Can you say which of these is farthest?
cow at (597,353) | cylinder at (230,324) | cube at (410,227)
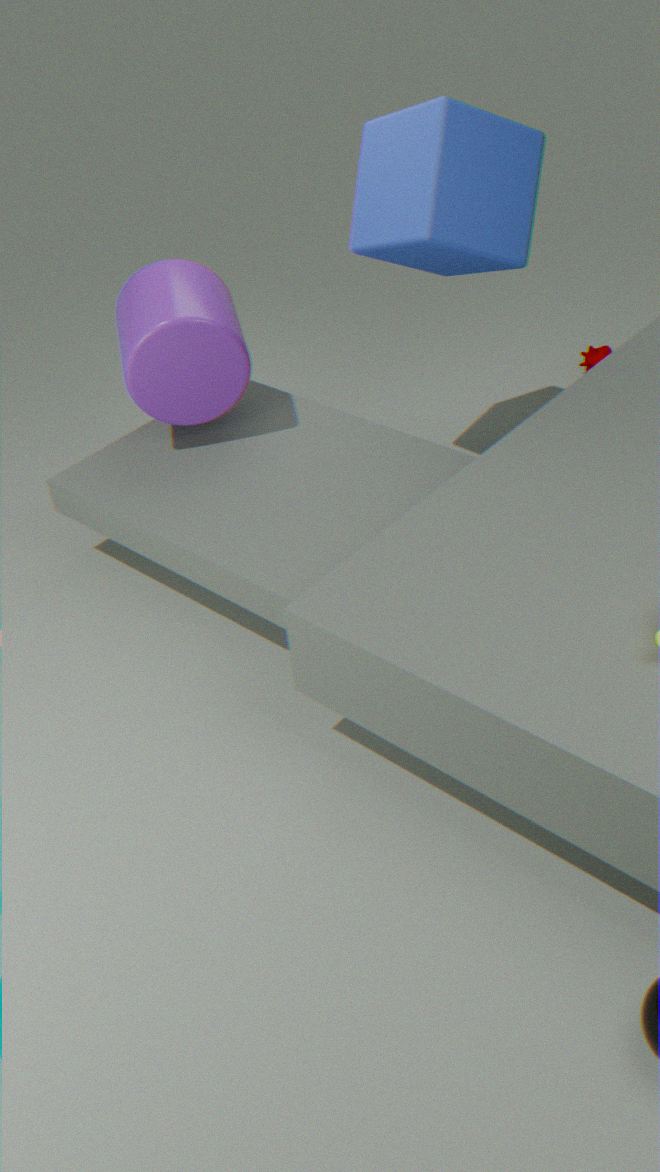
cow at (597,353)
